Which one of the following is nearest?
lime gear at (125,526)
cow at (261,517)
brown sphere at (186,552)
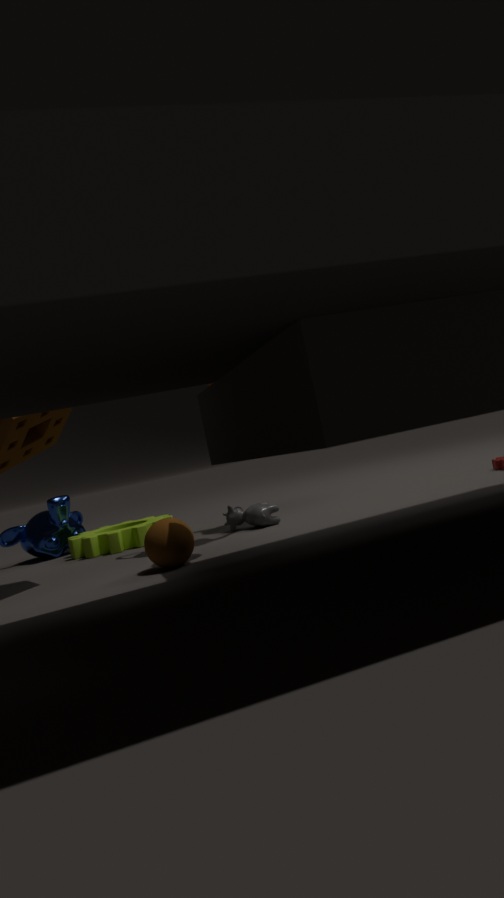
brown sphere at (186,552)
